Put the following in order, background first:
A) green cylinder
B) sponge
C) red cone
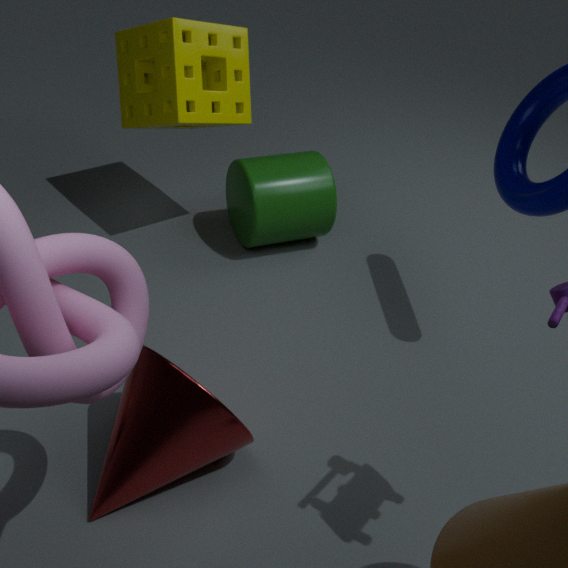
green cylinder < sponge < red cone
